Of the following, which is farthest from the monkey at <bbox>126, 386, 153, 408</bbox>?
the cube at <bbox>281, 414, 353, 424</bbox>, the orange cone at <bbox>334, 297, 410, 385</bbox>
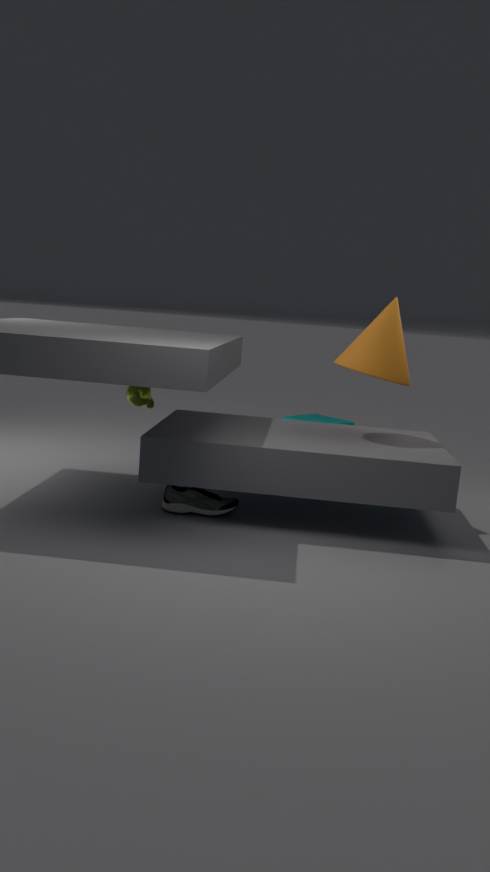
the cube at <bbox>281, 414, 353, 424</bbox>
